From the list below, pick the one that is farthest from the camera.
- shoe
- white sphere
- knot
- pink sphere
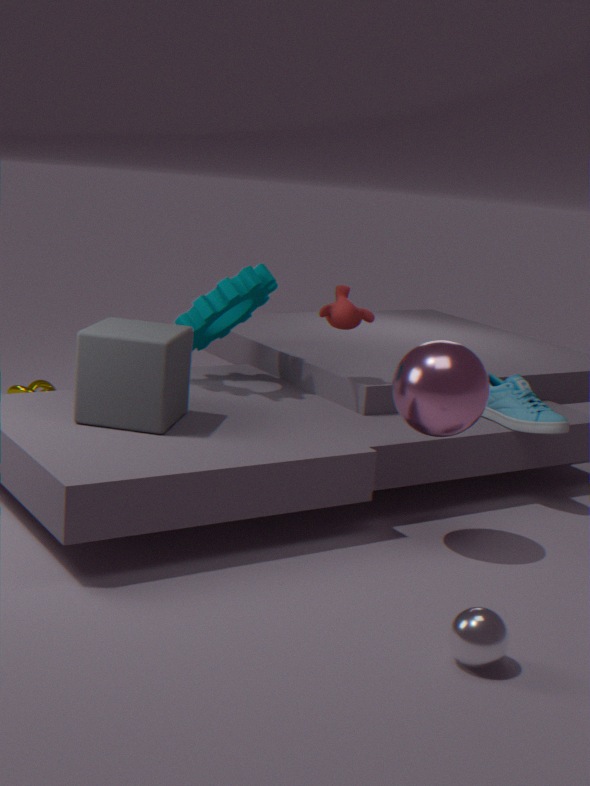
knot
